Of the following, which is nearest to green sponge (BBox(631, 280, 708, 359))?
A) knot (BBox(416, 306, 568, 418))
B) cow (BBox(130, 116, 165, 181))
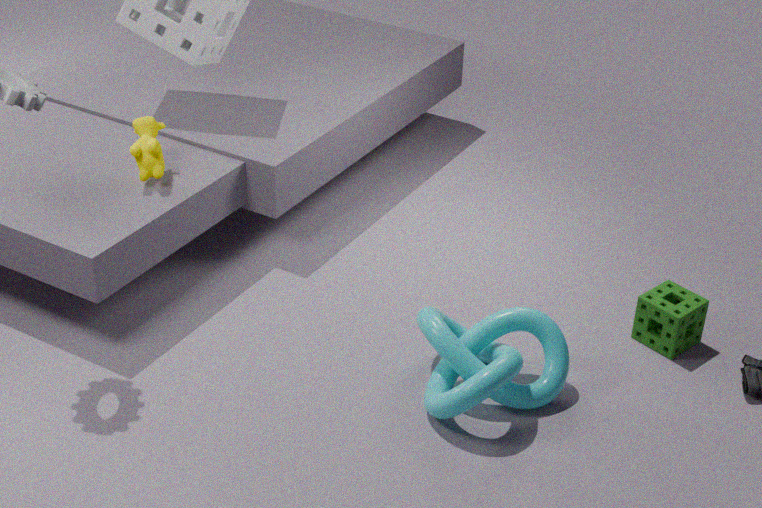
knot (BBox(416, 306, 568, 418))
